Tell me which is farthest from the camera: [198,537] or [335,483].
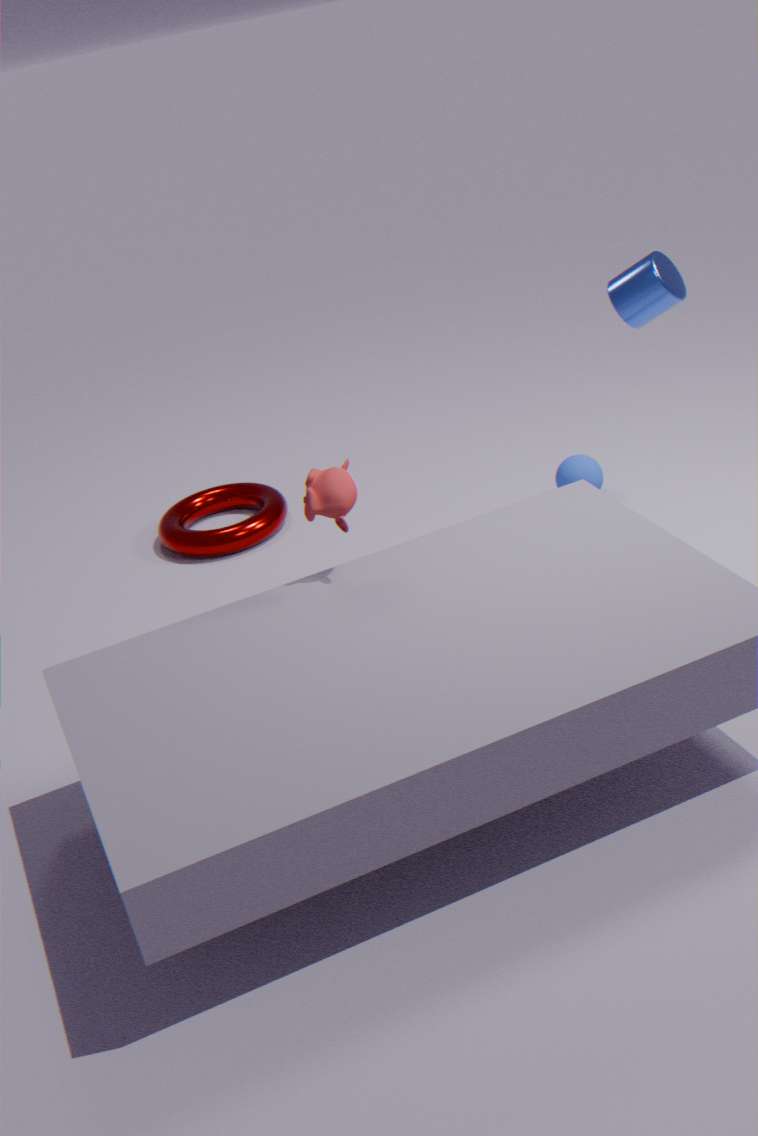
[198,537]
